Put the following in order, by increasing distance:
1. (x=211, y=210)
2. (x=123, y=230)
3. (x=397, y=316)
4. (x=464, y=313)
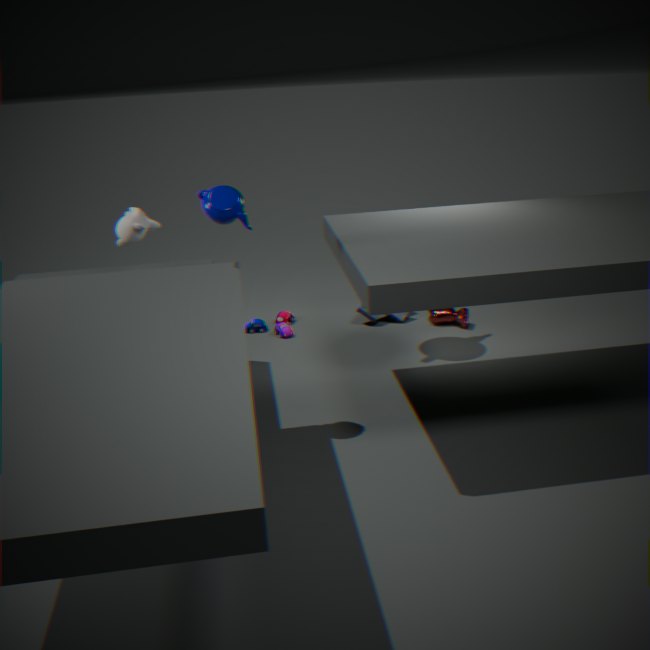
(x=211, y=210)
(x=123, y=230)
(x=464, y=313)
(x=397, y=316)
